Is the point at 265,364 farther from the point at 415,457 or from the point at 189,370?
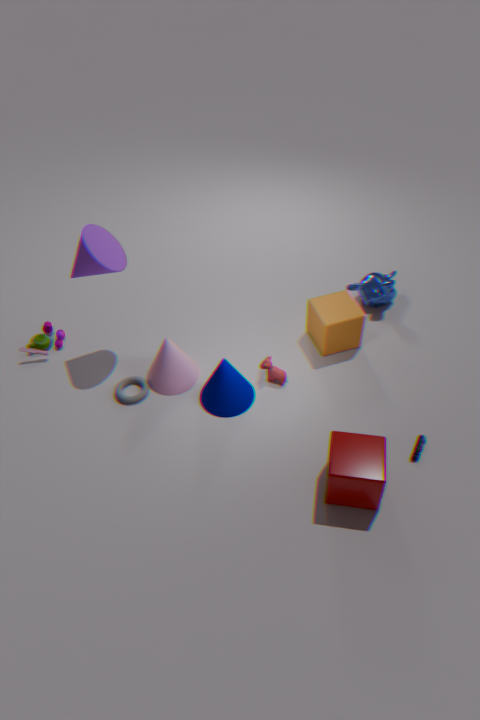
the point at 415,457
